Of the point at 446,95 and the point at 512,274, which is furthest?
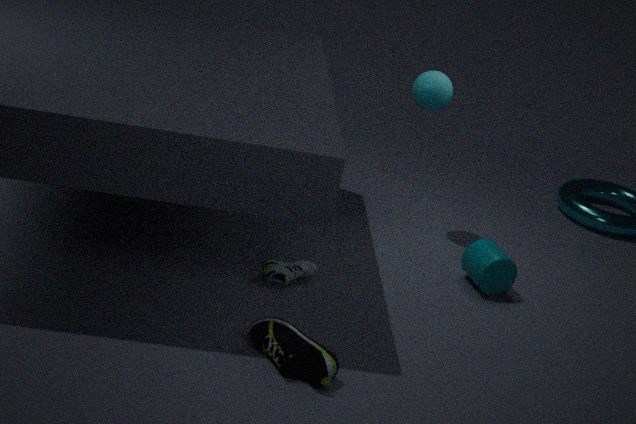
the point at 446,95
